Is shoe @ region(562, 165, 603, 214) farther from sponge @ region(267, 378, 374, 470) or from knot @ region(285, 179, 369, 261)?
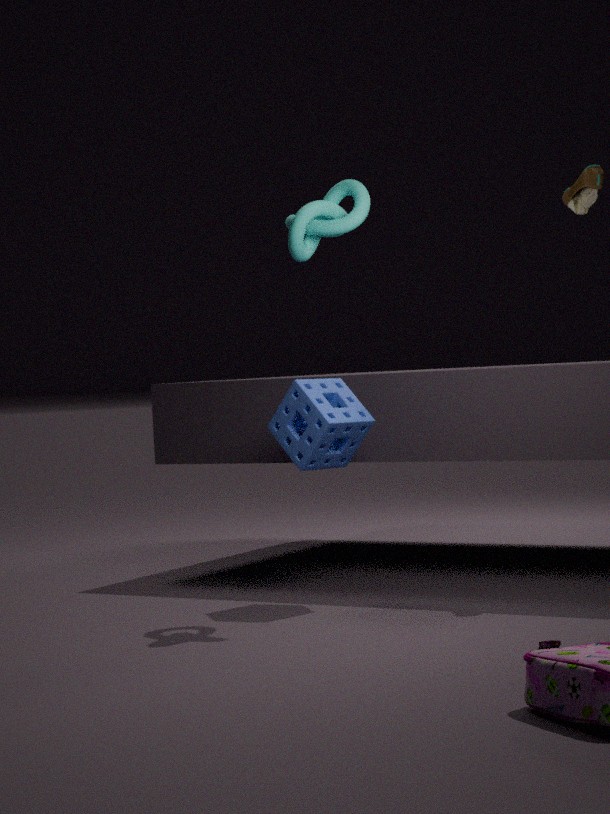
sponge @ region(267, 378, 374, 470)
